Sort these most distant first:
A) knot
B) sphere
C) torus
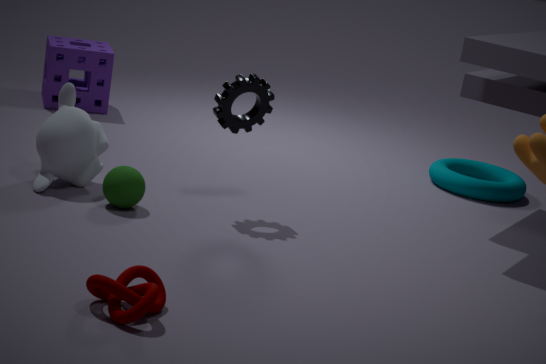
1. C. torus
2. B. sphere
3. A. knot
